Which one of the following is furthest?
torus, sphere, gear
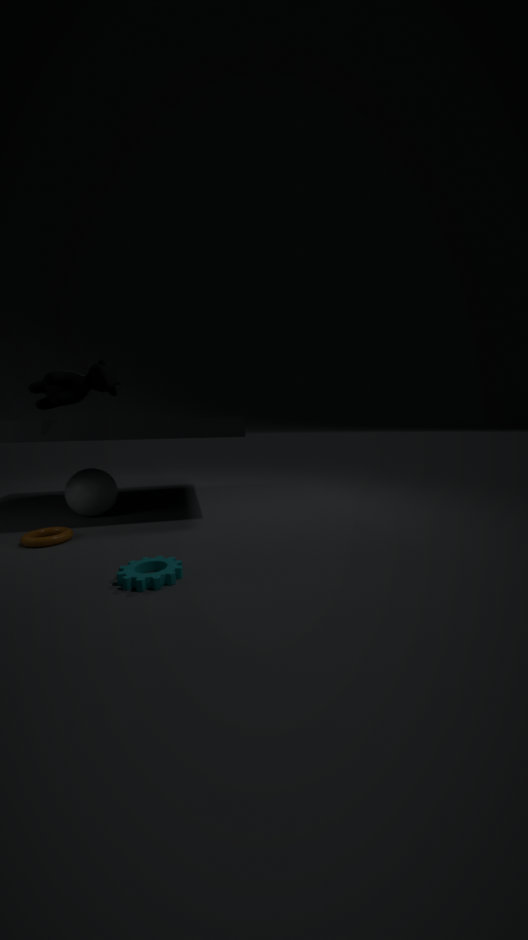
sphere
